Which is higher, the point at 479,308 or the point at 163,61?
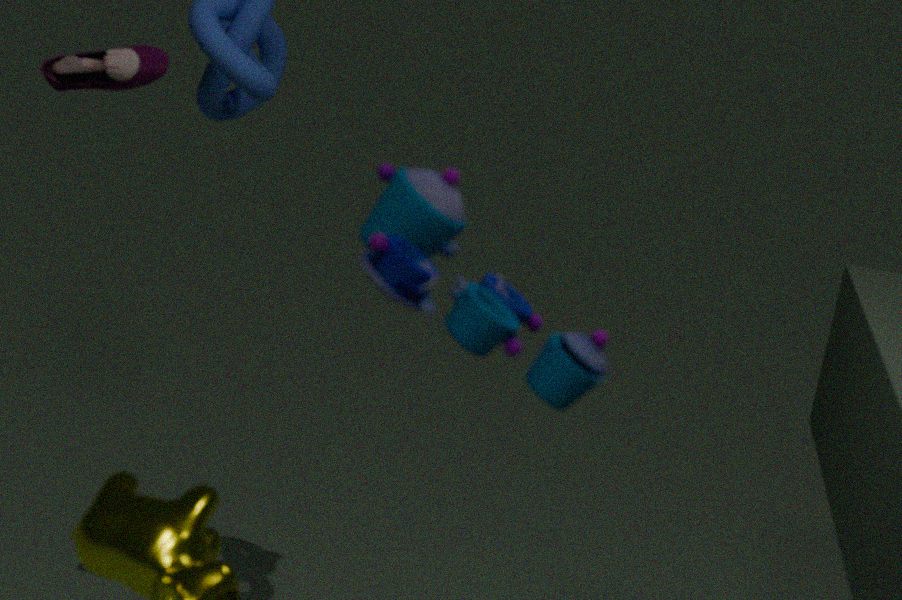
the point at 479,308
